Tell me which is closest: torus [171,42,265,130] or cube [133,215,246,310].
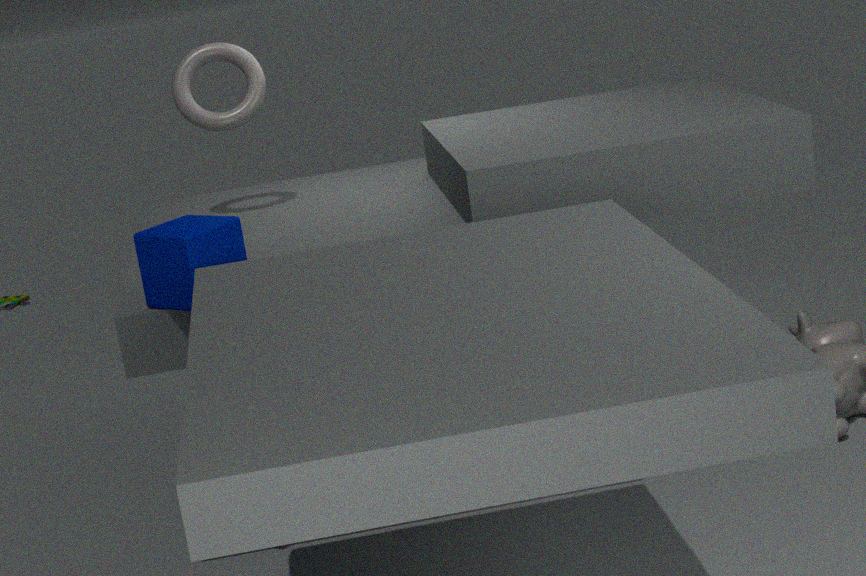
cube [133,215,246,310]
